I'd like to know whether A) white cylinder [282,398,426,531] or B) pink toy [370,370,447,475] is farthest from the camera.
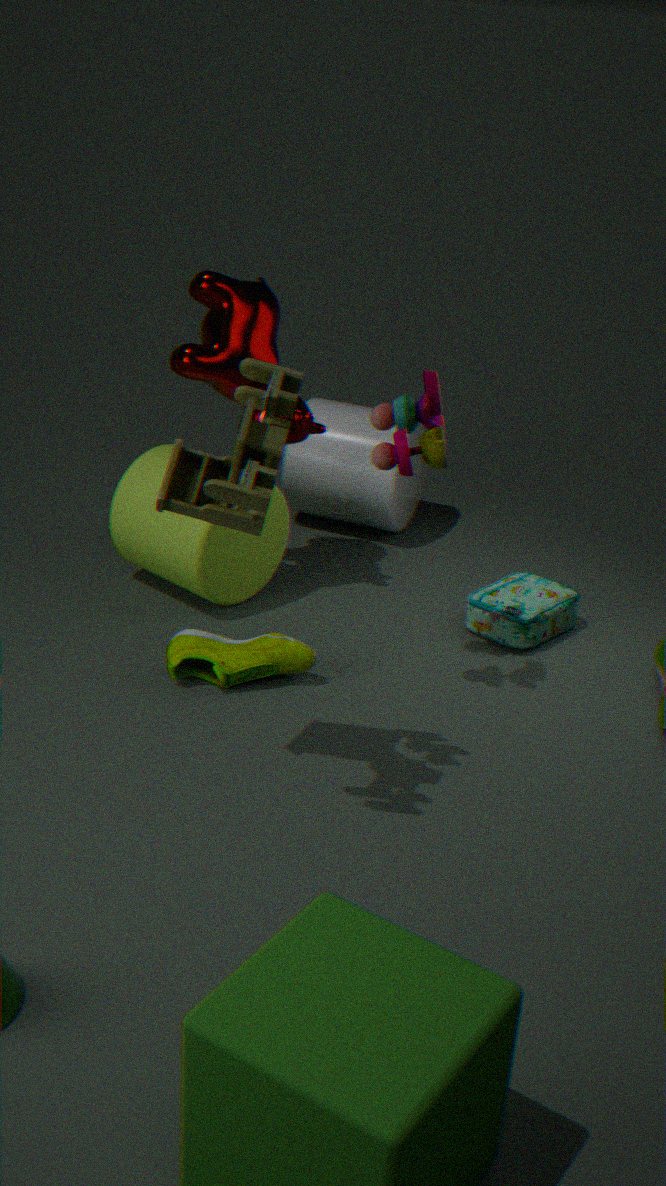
A. white cylinder [282,398,426,531]
